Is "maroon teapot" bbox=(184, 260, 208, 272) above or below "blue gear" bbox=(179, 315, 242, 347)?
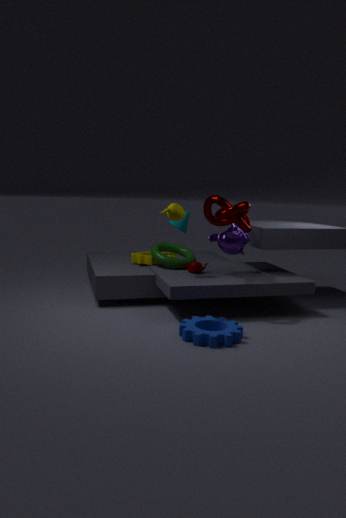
above
